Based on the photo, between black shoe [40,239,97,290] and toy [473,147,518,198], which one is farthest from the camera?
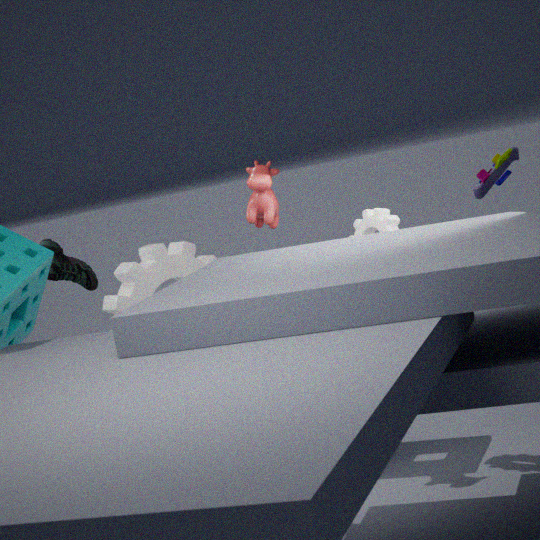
black shoe [40,239,97,290]
